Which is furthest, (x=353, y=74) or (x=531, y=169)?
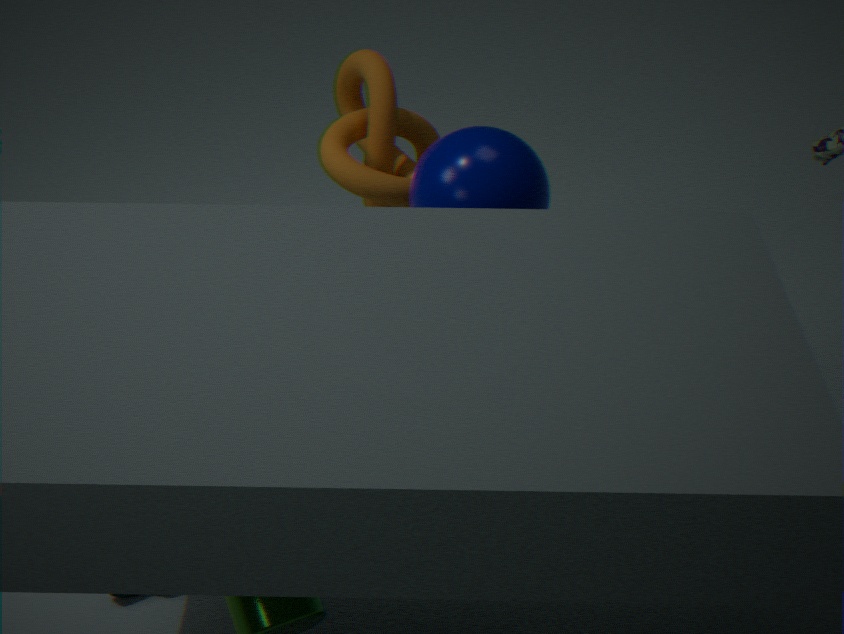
(x=353, y=74)
